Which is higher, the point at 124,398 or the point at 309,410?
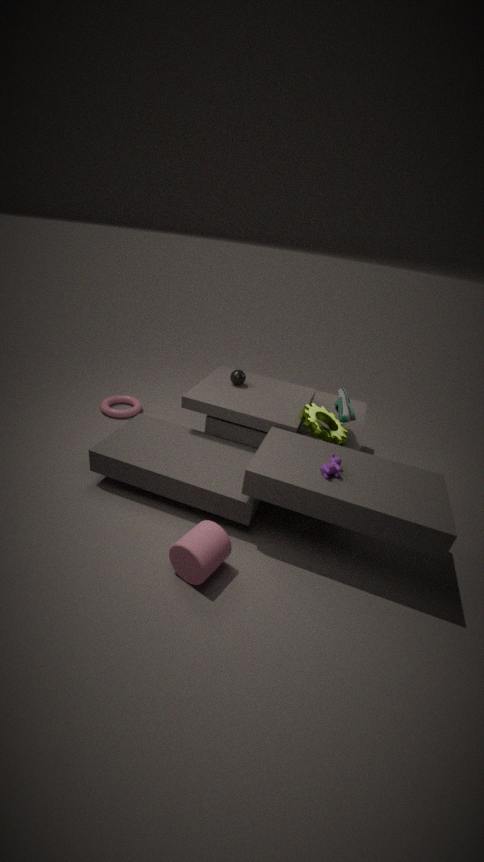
the point at 309,410
